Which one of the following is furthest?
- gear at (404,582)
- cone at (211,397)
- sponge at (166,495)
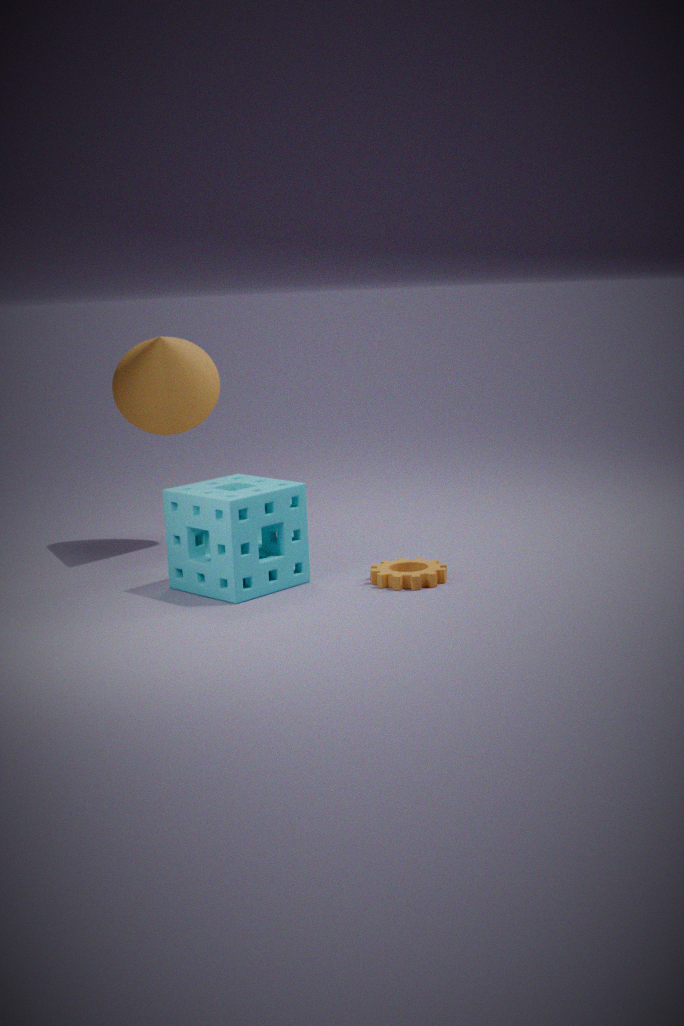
cone at (211,397)
